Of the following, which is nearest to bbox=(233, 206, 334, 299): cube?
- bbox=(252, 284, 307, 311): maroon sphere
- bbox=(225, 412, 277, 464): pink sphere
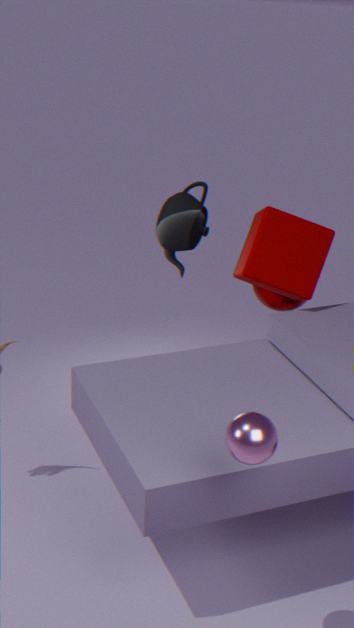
bbox=(252, 284, 307, 311): maroon sphere
